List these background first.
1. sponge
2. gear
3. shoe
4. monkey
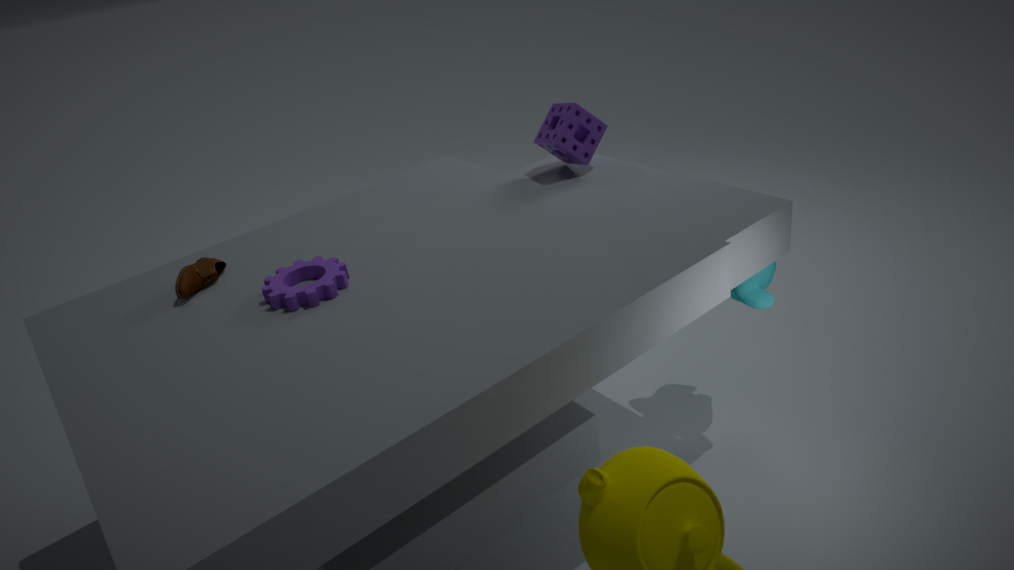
sponge, monkey, shoe, gear
